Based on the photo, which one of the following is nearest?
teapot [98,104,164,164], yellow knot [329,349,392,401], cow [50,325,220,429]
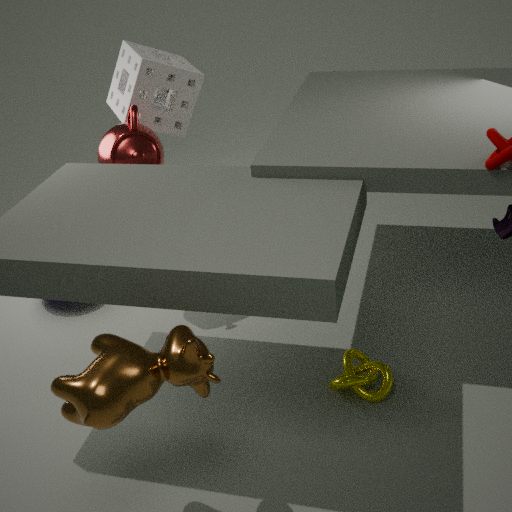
cow [50,325,220,429]
